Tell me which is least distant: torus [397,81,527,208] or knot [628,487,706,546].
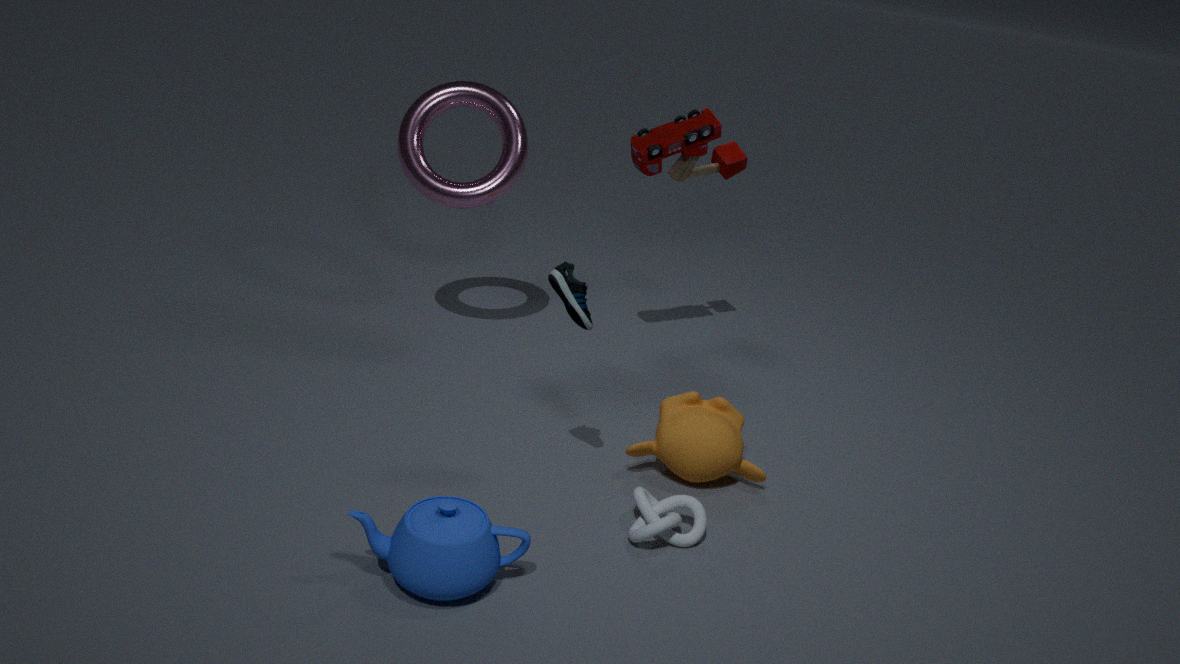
knot [628,487,706,546]
